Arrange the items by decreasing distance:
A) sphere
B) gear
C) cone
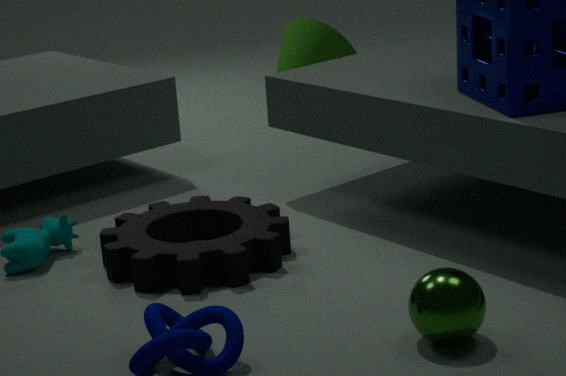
cone → gear → sphere
